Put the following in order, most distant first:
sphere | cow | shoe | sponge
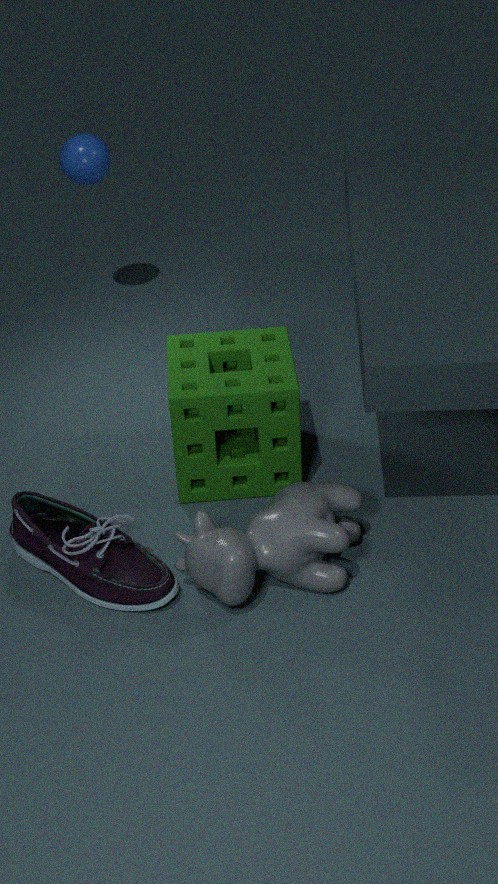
sphere, sponge, shoe, cow
